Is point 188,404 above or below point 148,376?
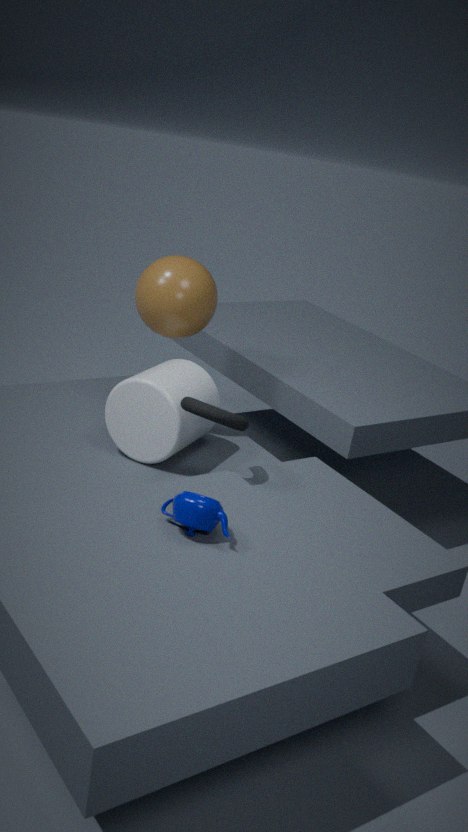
above
